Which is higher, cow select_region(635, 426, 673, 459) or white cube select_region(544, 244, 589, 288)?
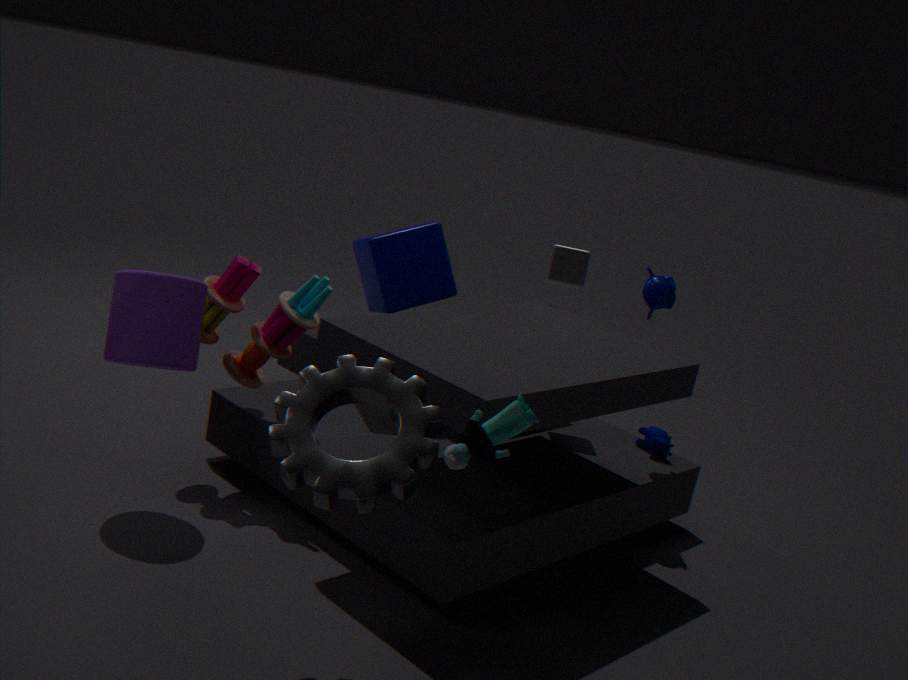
white cube select_region(544, 244, 589, 288)
